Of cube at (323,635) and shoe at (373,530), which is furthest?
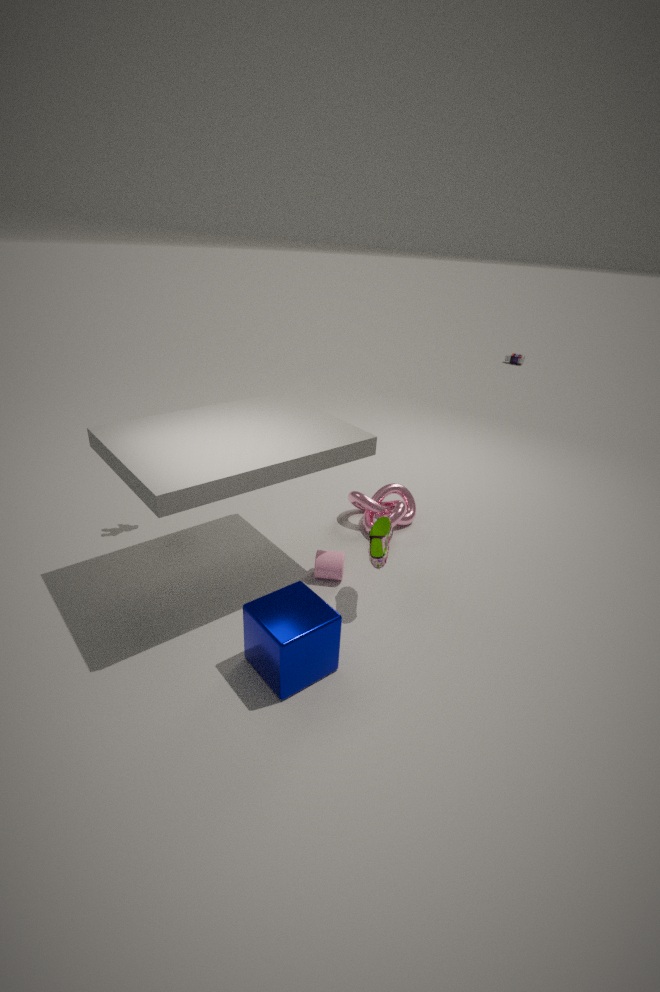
shoe at (373,530)
